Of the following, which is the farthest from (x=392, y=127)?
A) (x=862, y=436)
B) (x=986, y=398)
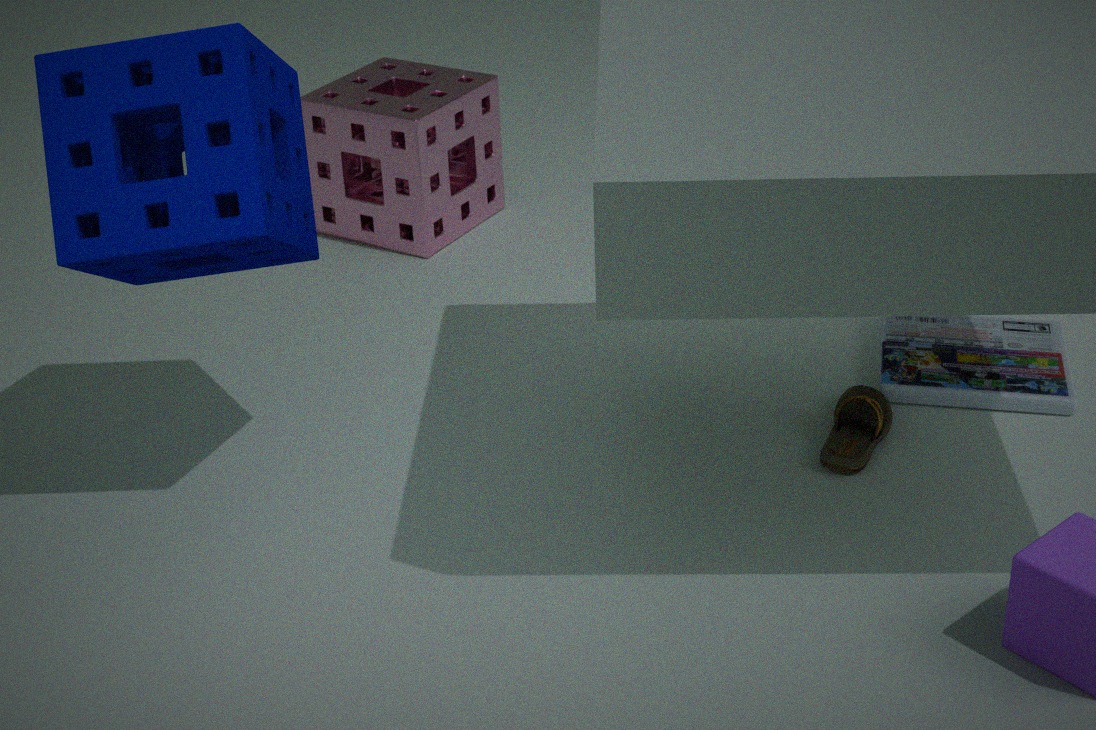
(x=986, y=398)
